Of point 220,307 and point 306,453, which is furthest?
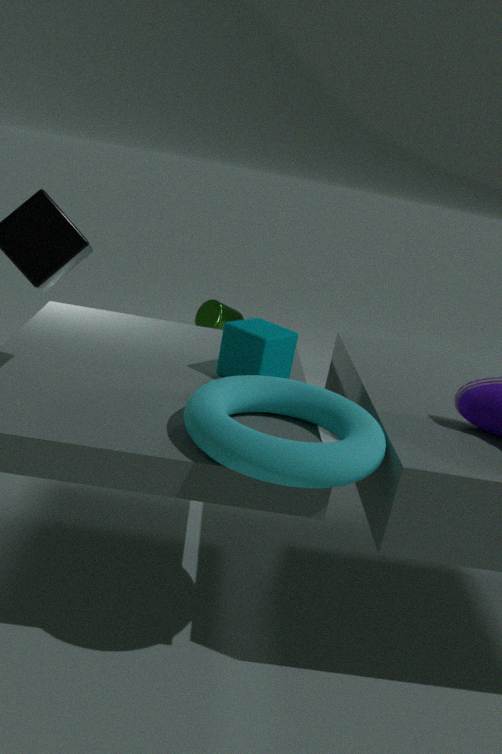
point 220,307
